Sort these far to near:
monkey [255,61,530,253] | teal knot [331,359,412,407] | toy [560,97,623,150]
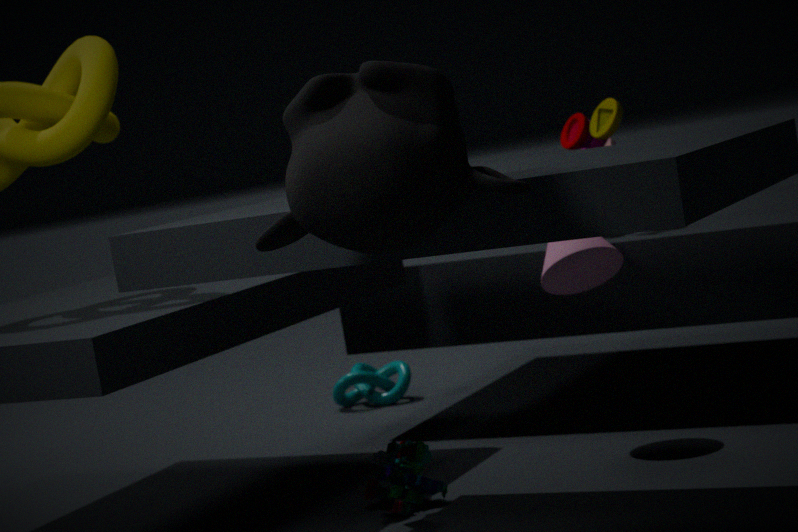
teal knot [331,359,412,407], toy [560,97,623,150], monkey [255,61,530,253]
